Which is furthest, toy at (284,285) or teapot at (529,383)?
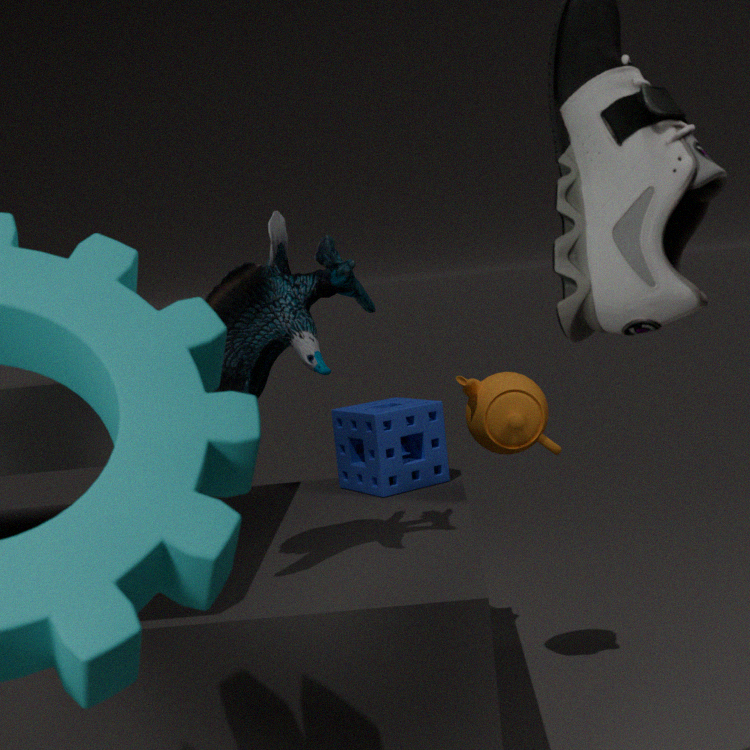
teapot at (529,383)
